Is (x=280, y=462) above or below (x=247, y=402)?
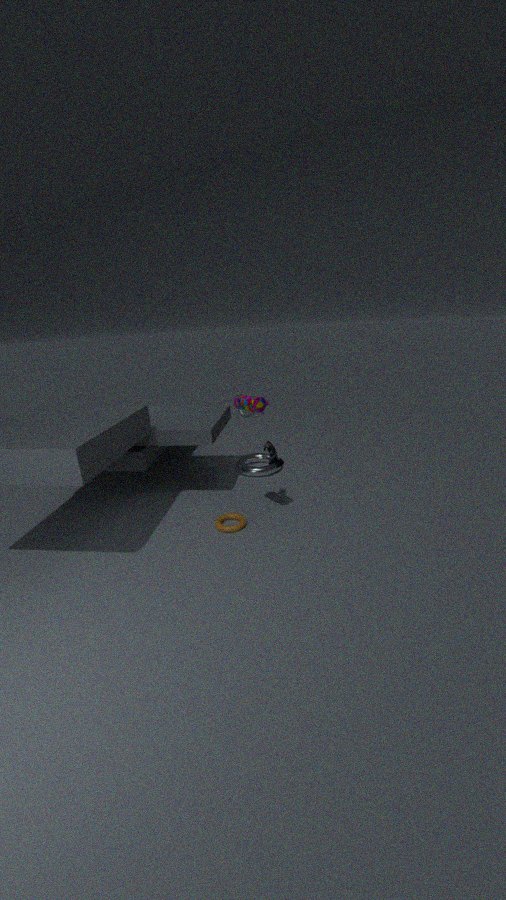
below
